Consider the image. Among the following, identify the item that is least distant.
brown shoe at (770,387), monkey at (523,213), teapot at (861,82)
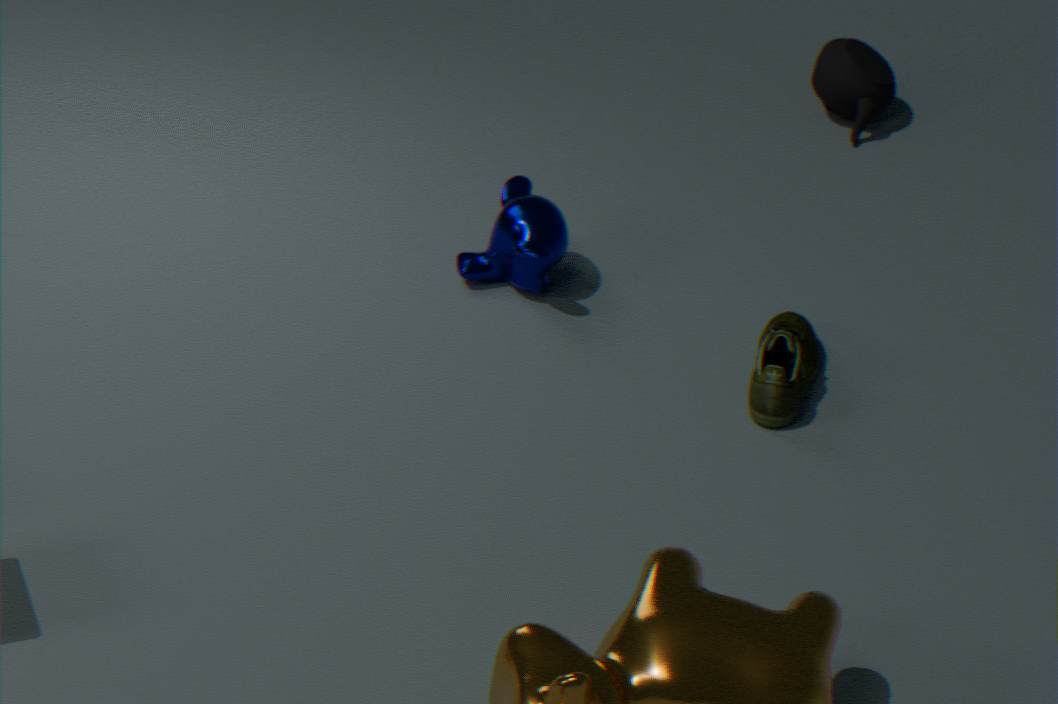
brown shoe at (770,387)
